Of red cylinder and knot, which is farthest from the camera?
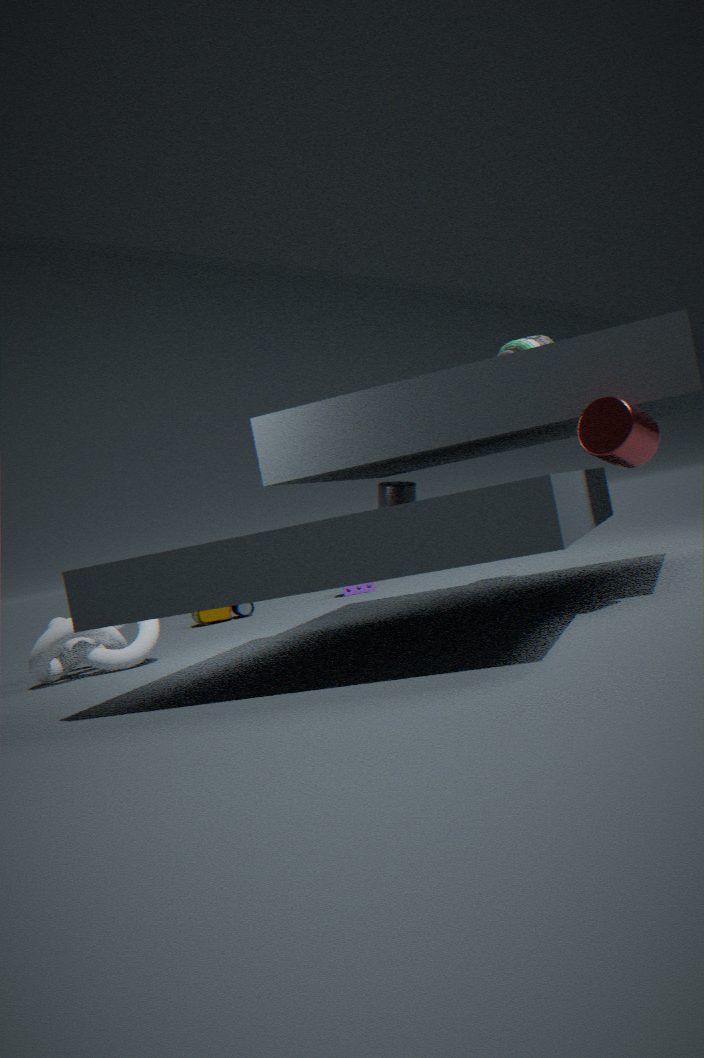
knot
